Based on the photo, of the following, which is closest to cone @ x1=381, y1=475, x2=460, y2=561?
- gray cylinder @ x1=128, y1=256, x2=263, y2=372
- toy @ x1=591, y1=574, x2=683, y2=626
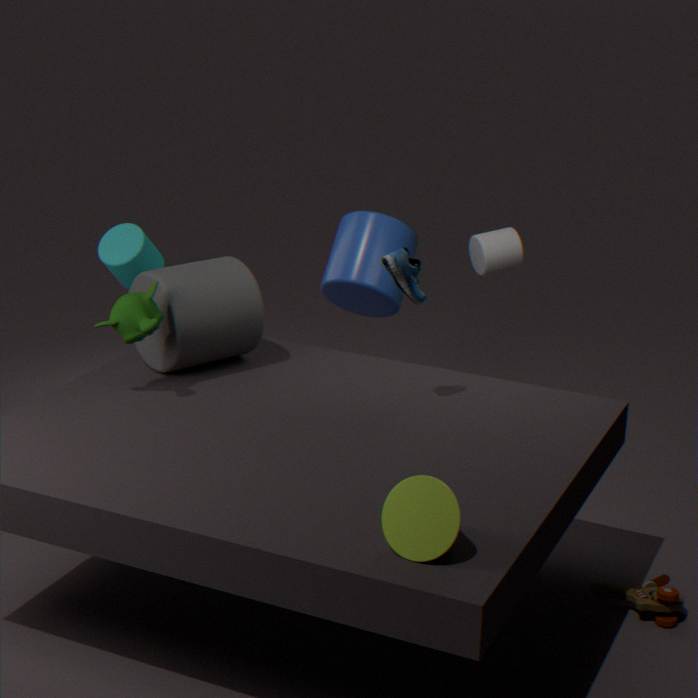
toy @ x1=591, y1=574, x2=683, y2=626
